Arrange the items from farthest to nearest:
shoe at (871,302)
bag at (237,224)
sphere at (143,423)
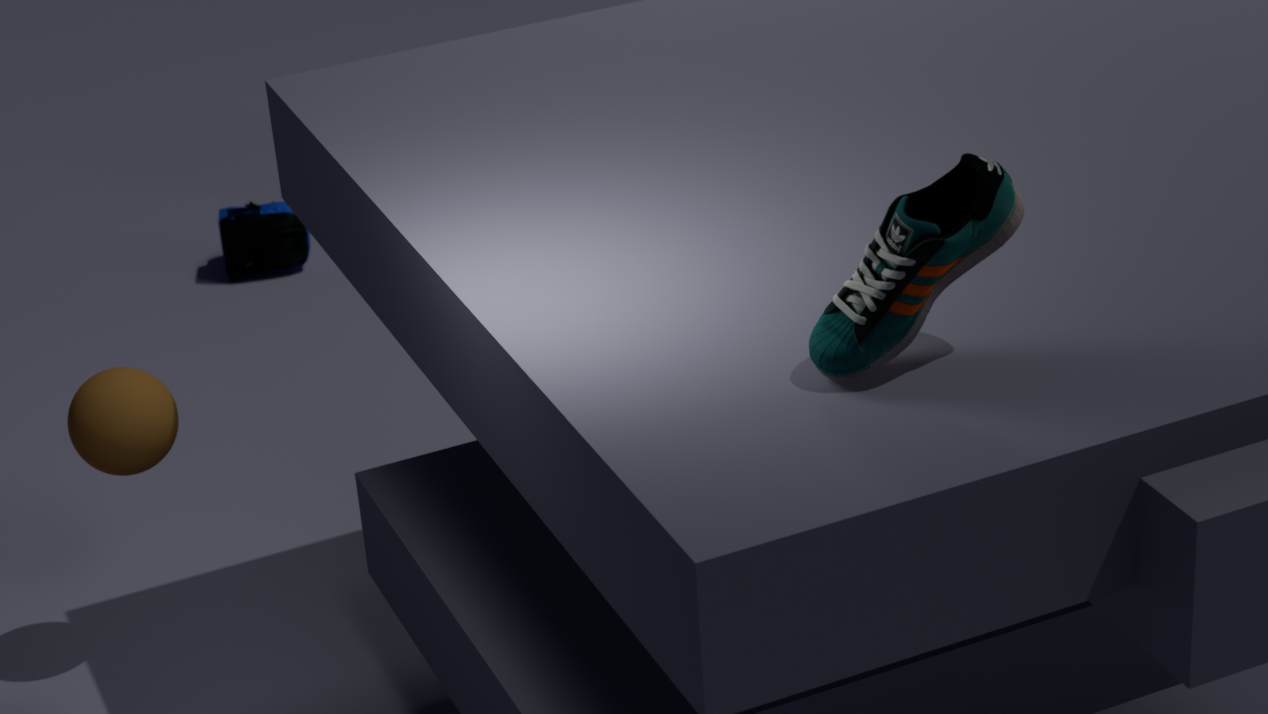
bag at (237,224) < sphere at (143,423) < shoe at (871,302)
